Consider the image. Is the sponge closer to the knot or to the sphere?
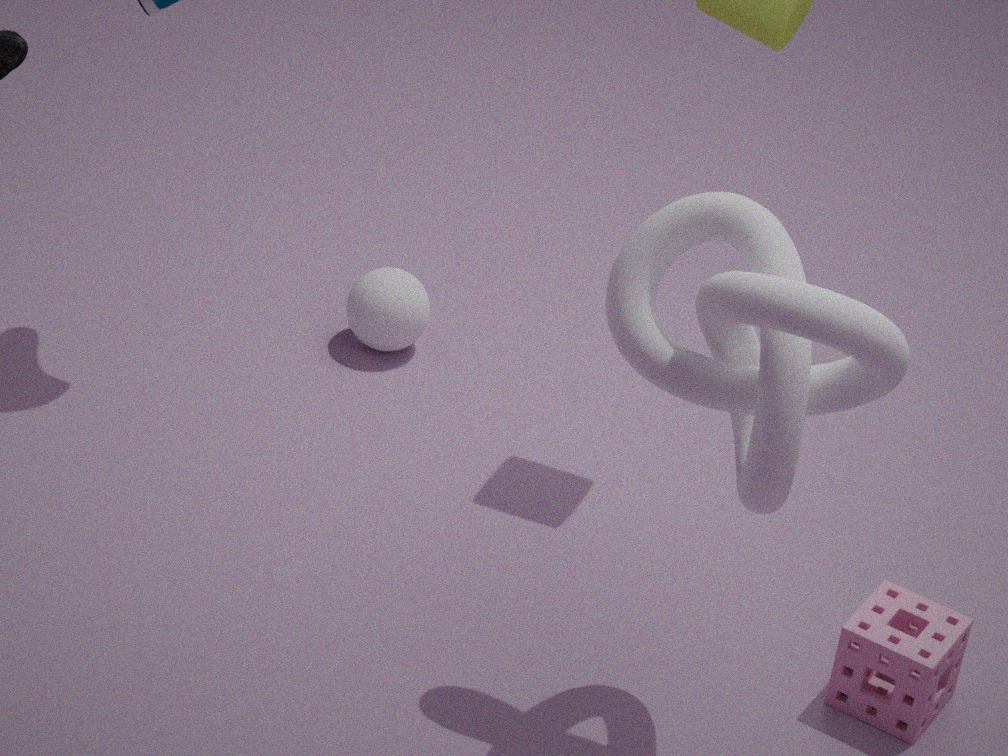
the knot
